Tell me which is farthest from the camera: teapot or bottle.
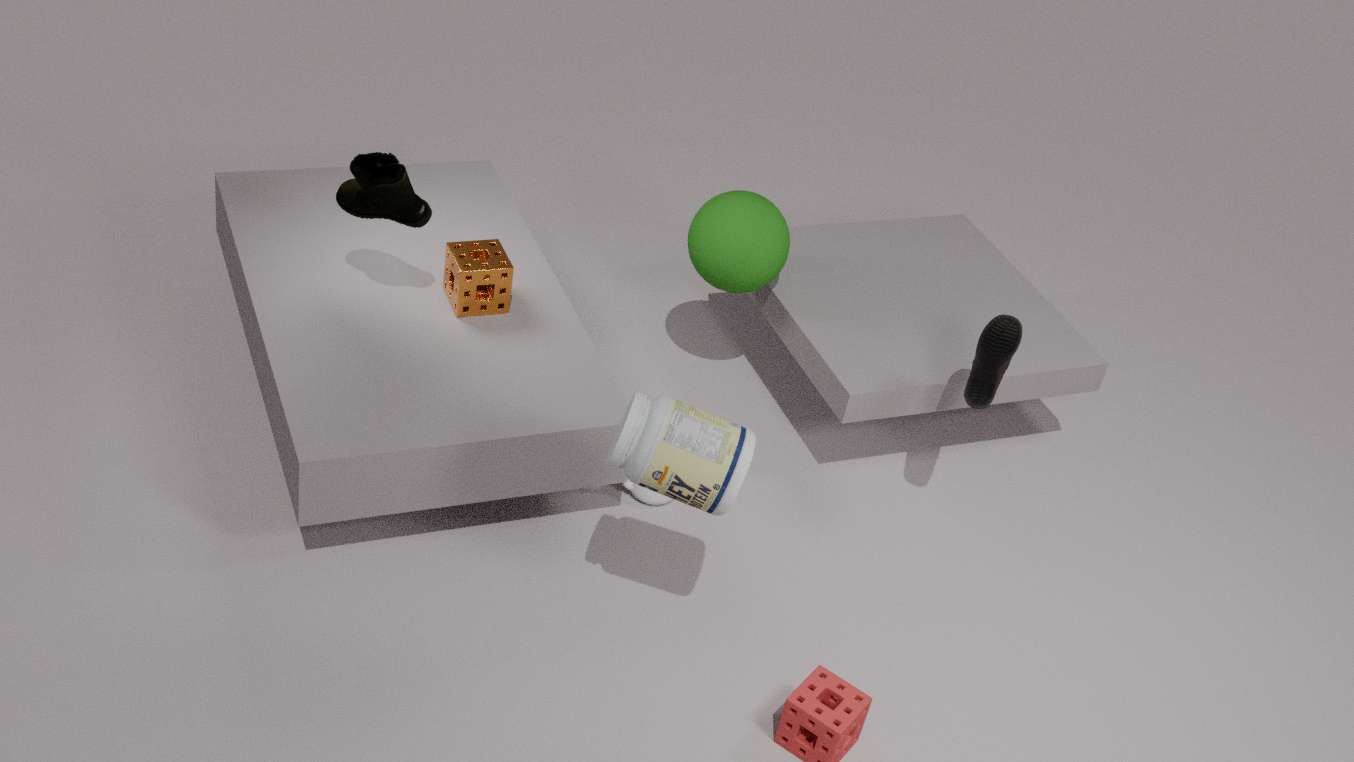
teapot
